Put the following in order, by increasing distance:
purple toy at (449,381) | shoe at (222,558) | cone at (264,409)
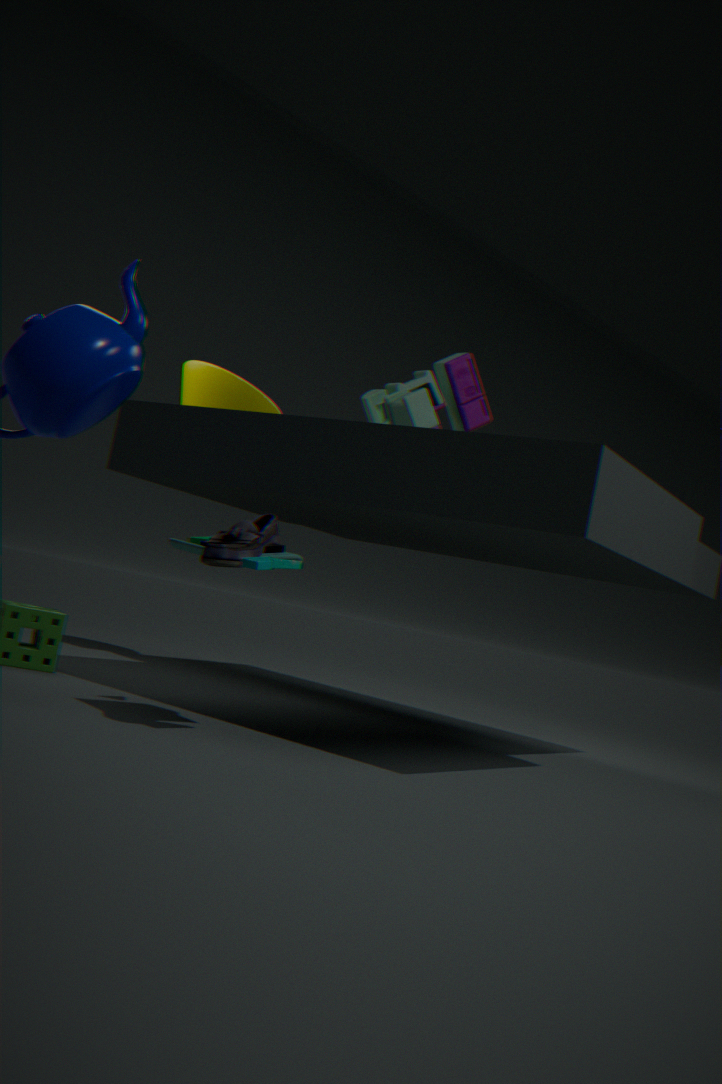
shoe at (222,558), purple toy at (449,381), cone at (264,409)
